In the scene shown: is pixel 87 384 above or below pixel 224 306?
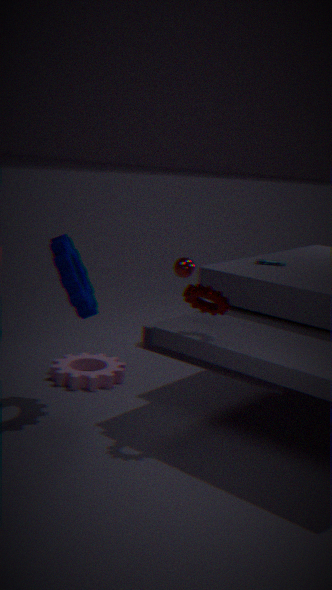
below
